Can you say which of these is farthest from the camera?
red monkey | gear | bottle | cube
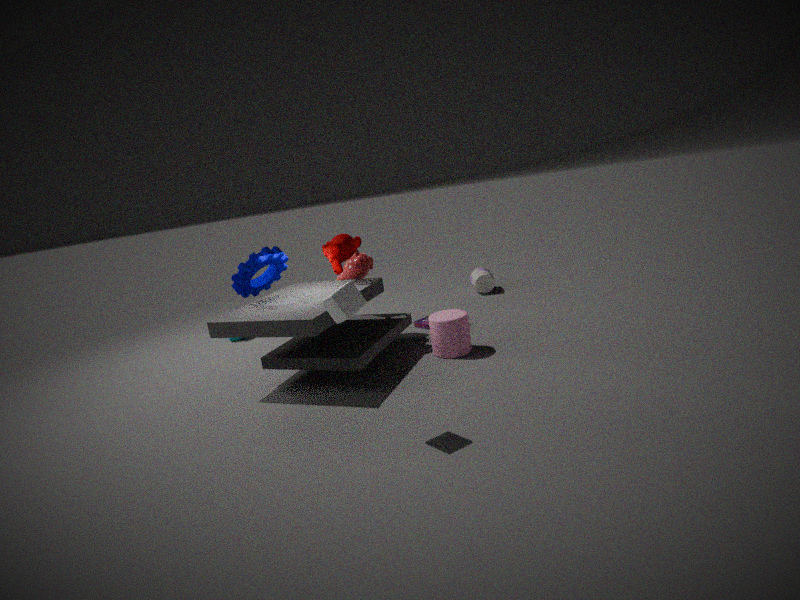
bottle
